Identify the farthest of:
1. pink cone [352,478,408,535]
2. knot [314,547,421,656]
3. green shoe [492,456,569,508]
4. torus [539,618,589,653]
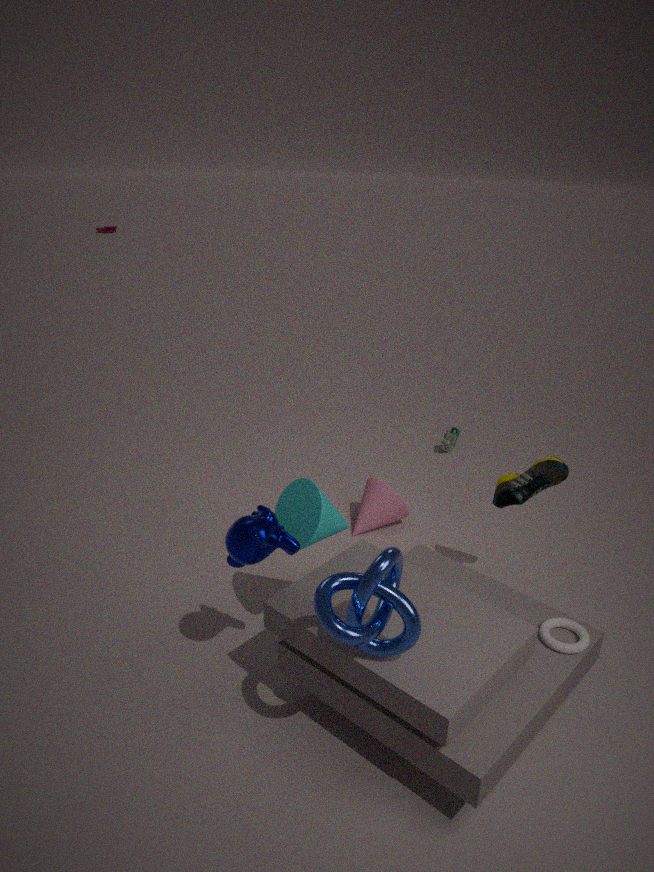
pink cone [352,478,408,535]
